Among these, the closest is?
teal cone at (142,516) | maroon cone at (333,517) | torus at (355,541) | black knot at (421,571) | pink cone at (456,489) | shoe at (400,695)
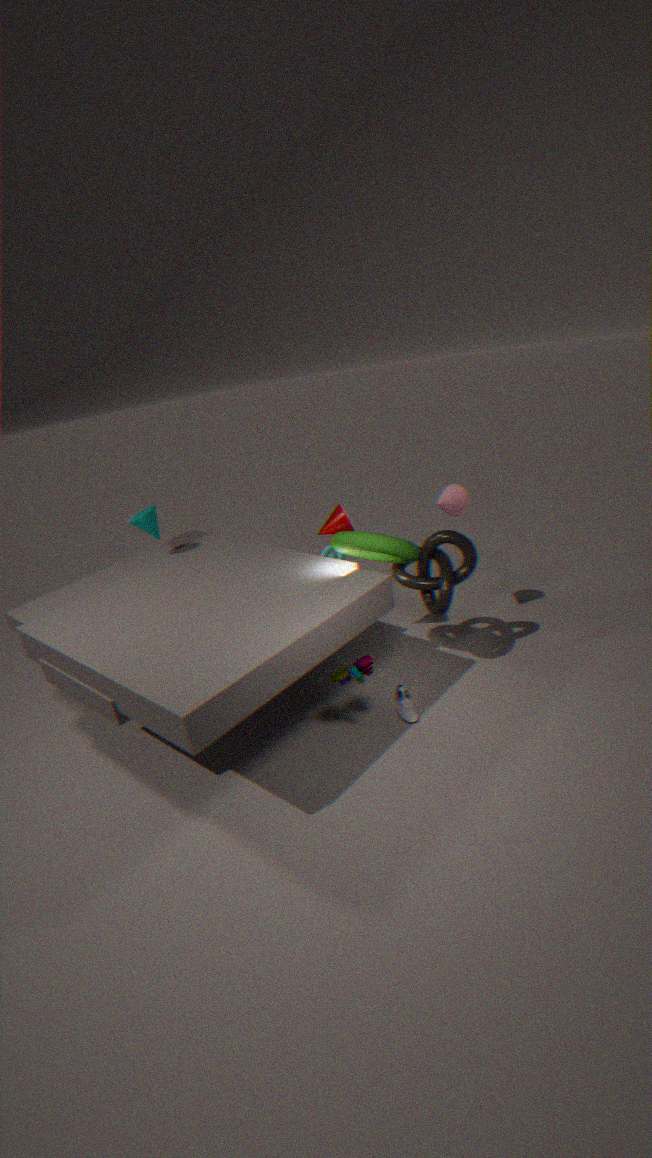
torus at (355,541)
